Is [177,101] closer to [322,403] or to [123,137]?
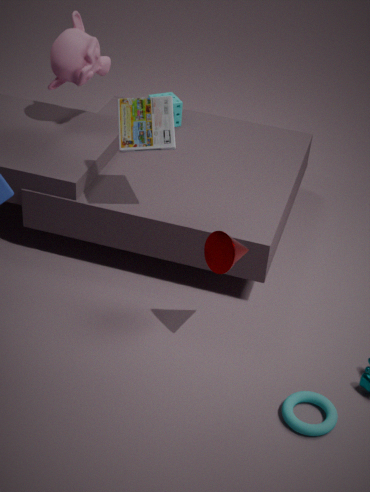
[123,137]
